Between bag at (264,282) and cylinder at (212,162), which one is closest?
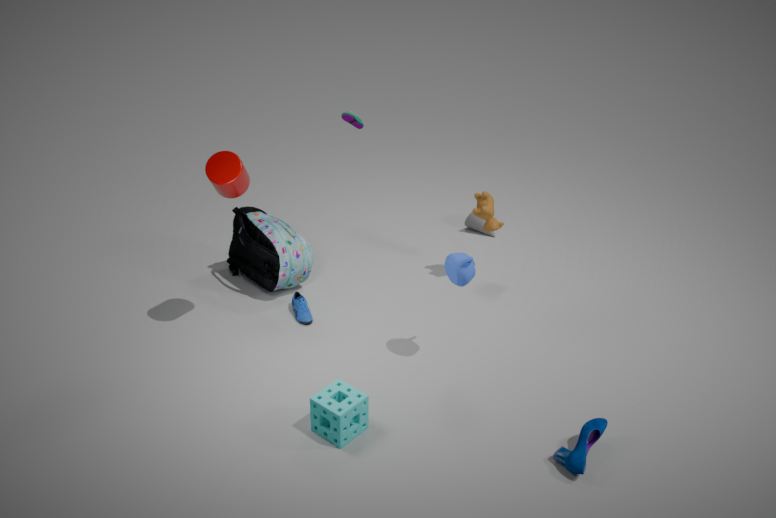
cylinder at (212,162)
